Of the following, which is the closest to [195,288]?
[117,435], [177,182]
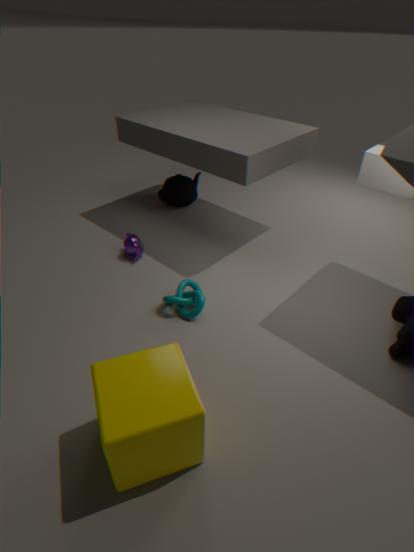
[117,435]
